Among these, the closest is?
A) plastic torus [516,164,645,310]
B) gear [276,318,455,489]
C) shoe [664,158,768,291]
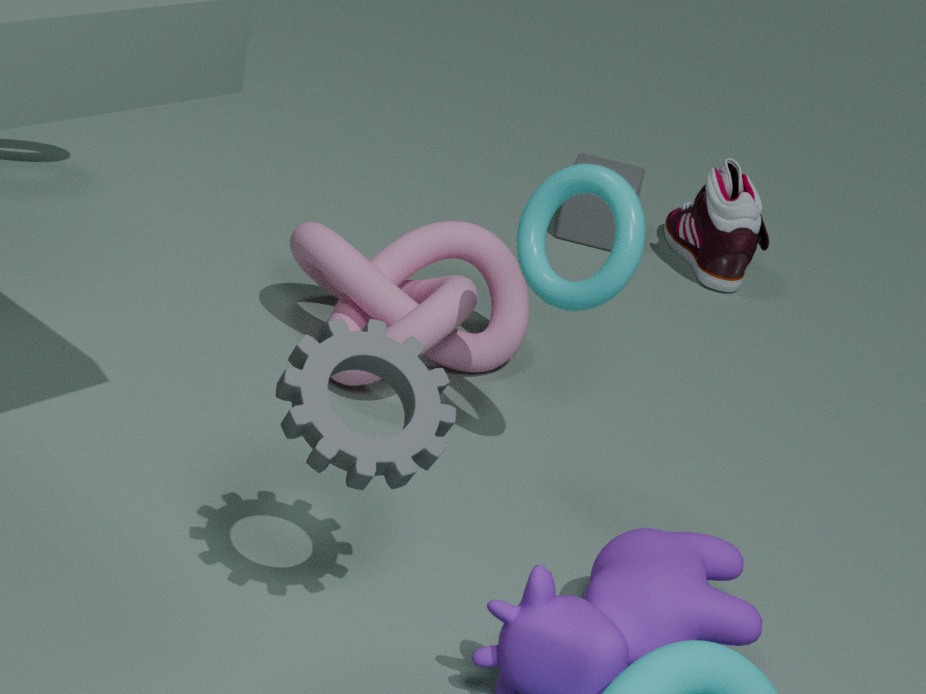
gear [276,318,455,489]
